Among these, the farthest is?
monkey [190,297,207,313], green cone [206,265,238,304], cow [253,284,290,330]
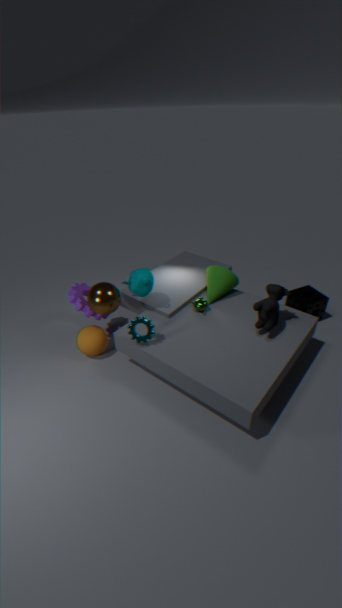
green cone [206,265,238,304]
